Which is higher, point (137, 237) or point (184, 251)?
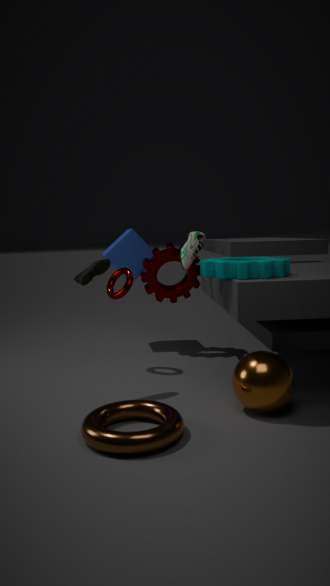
point (184, 251)
